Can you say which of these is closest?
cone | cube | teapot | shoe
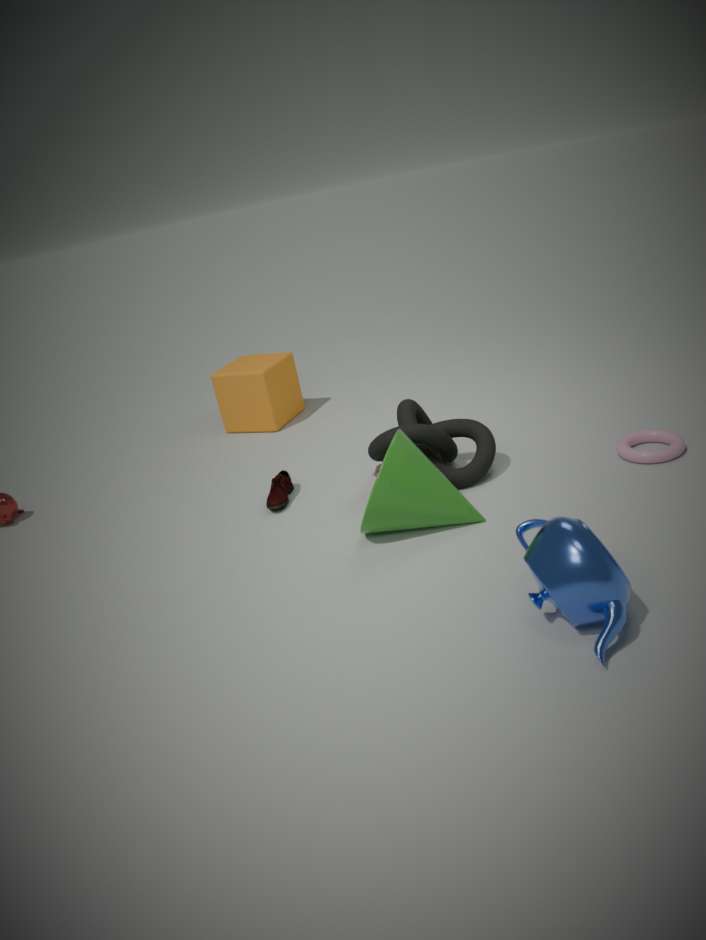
teapot
